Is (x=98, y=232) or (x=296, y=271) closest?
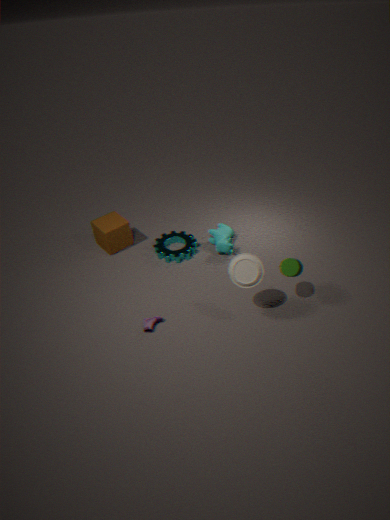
(x=296, y=271)
